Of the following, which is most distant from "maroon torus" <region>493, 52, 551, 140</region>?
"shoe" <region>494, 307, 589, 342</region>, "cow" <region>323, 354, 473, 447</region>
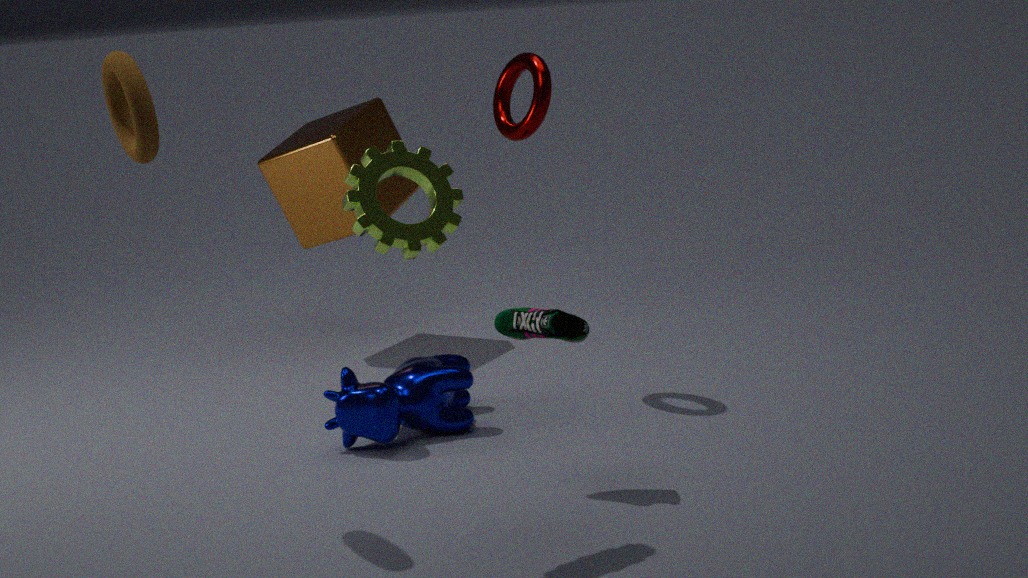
"shoe" <region>494, 307, 589, 342</region>
